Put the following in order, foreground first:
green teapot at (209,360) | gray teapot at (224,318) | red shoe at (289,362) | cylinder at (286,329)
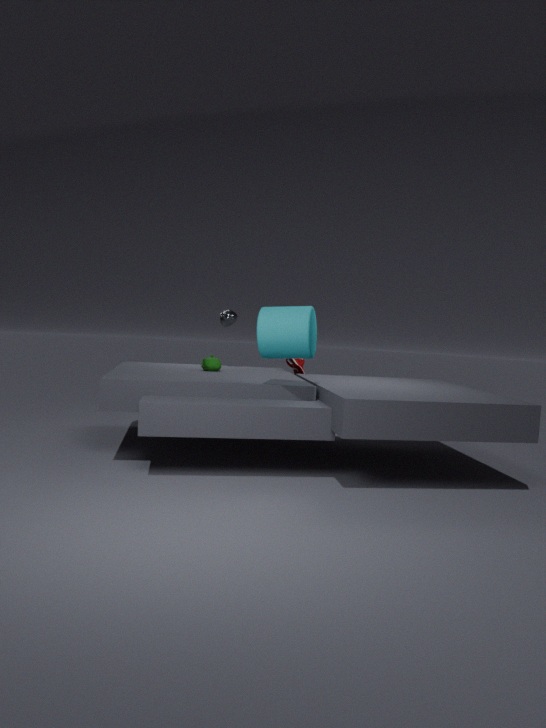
1. cylinder at (286,329)
2. green teapot at (209,360)
3. red shoe at (289,362)
4. gray teapot at (224,318)
